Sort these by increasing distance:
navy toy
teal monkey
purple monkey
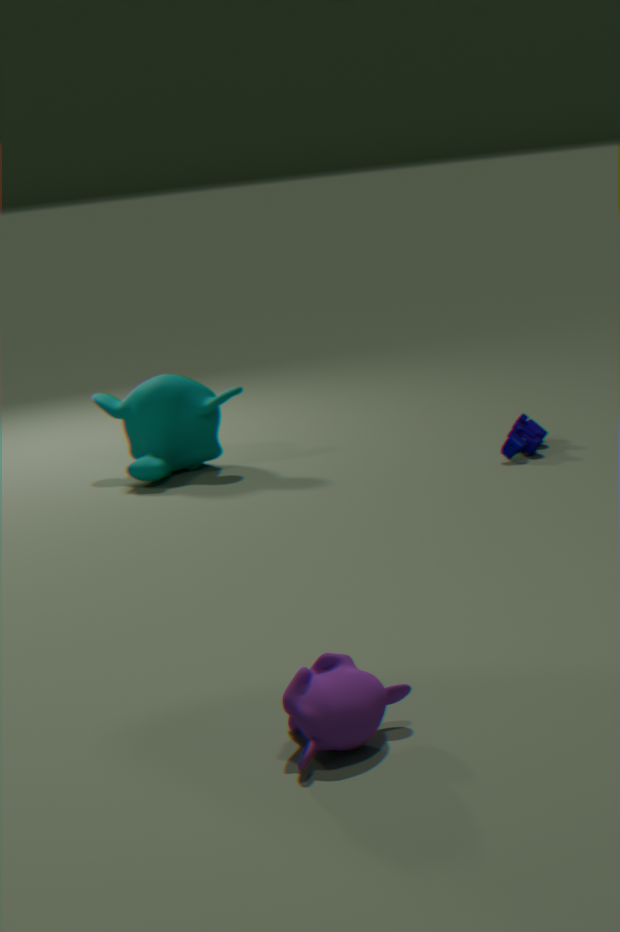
purple monkey < navy toy < teal monkey
